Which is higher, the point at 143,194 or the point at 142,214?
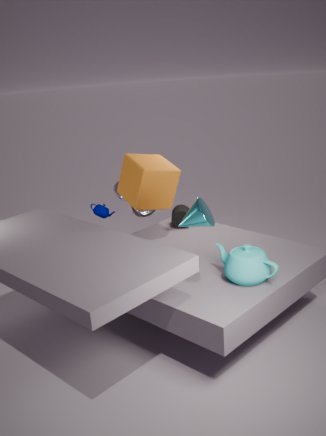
the point at 143,194
